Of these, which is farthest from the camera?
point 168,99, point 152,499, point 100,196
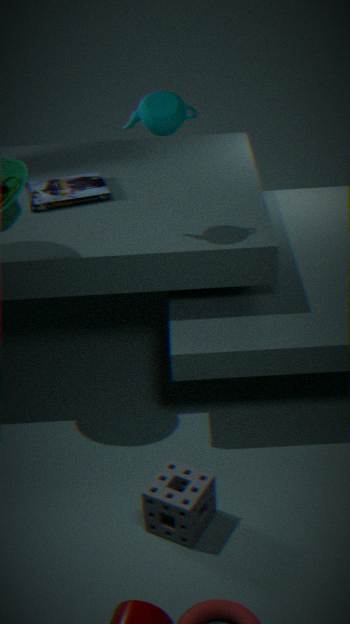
point 100,196
